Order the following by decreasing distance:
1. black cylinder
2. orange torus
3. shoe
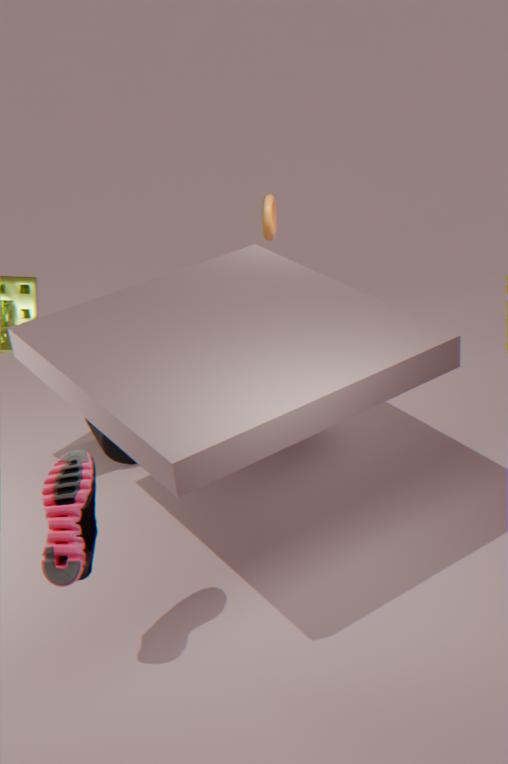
orange torus → black cylinder → shoe
